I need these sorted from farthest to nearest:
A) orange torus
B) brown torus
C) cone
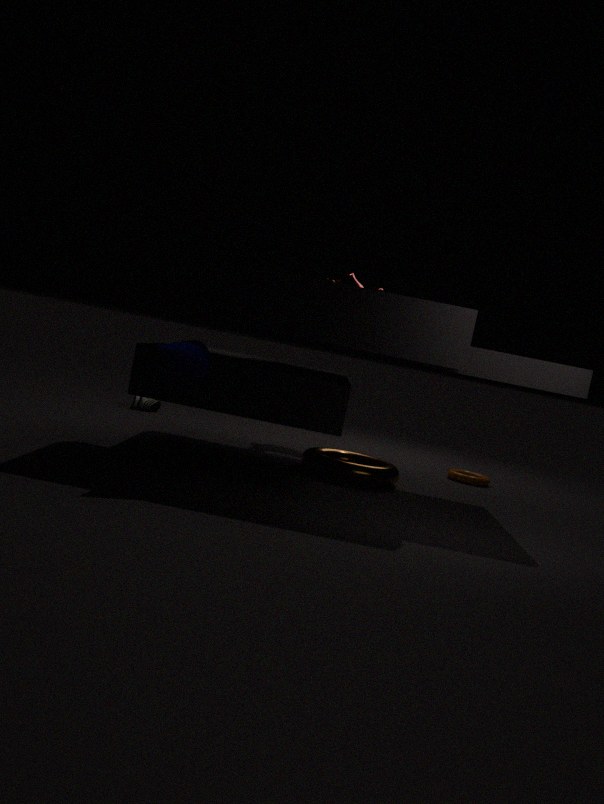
orange torus → brown torus → cone
